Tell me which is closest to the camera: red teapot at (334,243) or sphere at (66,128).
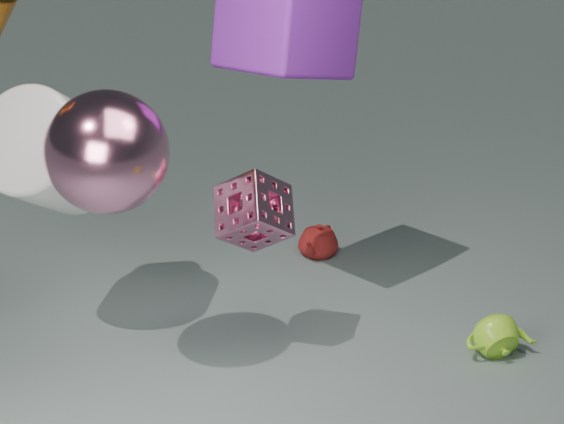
sphere at (66,128)
